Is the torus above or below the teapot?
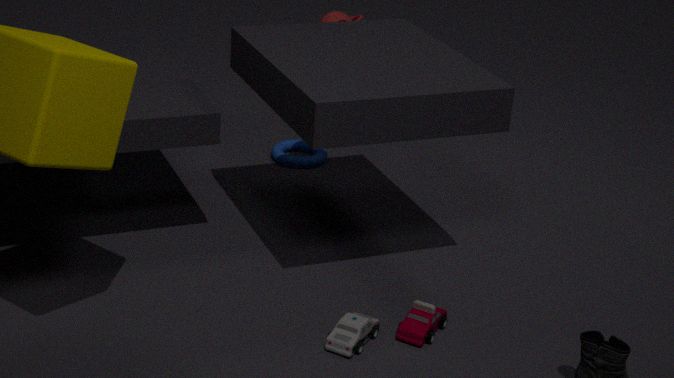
below
